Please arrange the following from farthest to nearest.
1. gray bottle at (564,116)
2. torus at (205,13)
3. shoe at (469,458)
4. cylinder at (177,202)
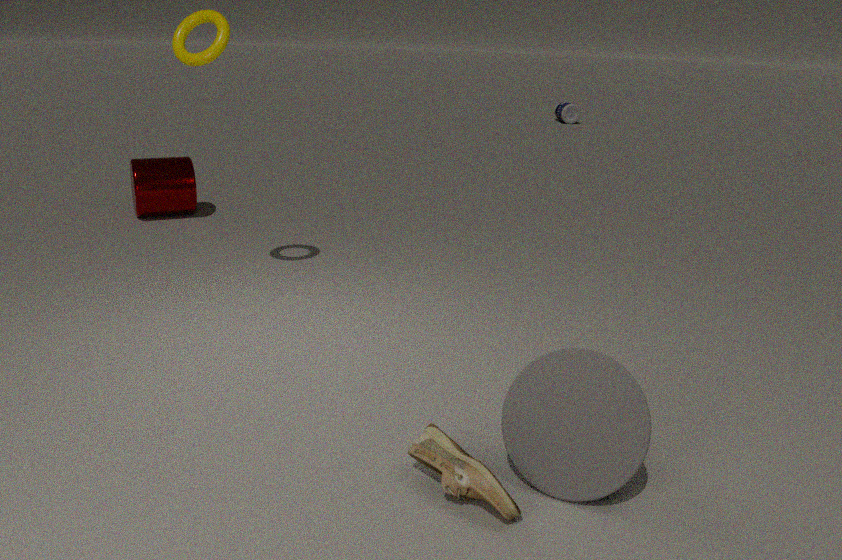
gray bottle at (564,116)
cylinder at (177,202)
torus at (205,13)
shoe at (469,458)
